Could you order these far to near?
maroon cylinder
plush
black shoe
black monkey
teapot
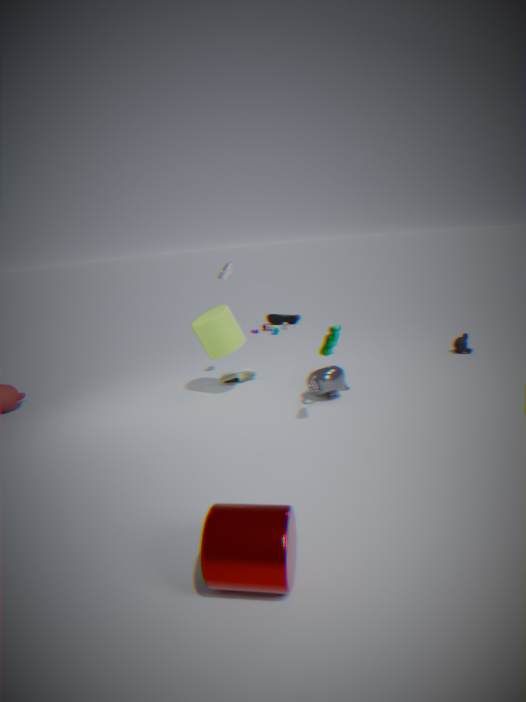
black shoe → black monkey → teapot → plush → maroon cylinder
